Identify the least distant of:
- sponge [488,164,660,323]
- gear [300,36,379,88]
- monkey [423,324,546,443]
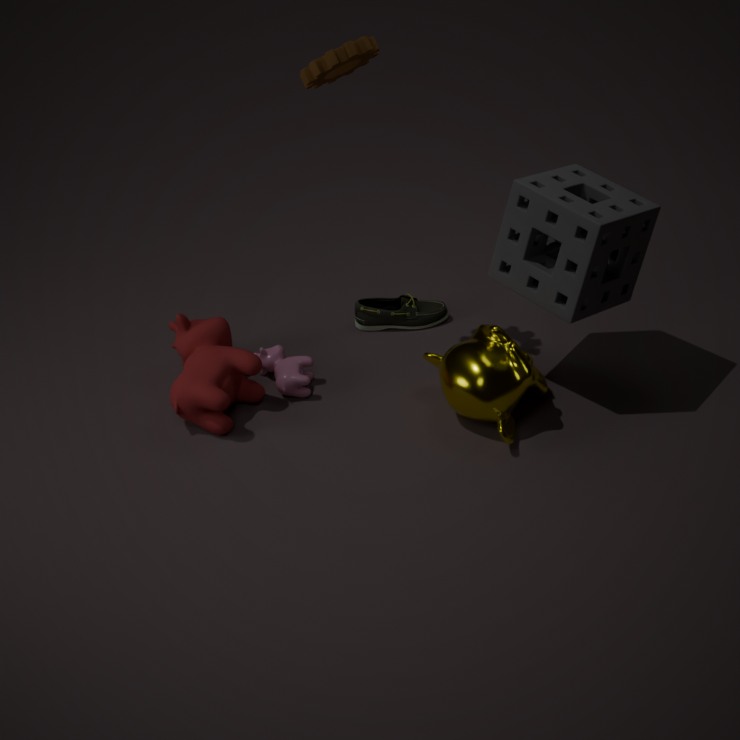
sponge [488,164,660,323]
